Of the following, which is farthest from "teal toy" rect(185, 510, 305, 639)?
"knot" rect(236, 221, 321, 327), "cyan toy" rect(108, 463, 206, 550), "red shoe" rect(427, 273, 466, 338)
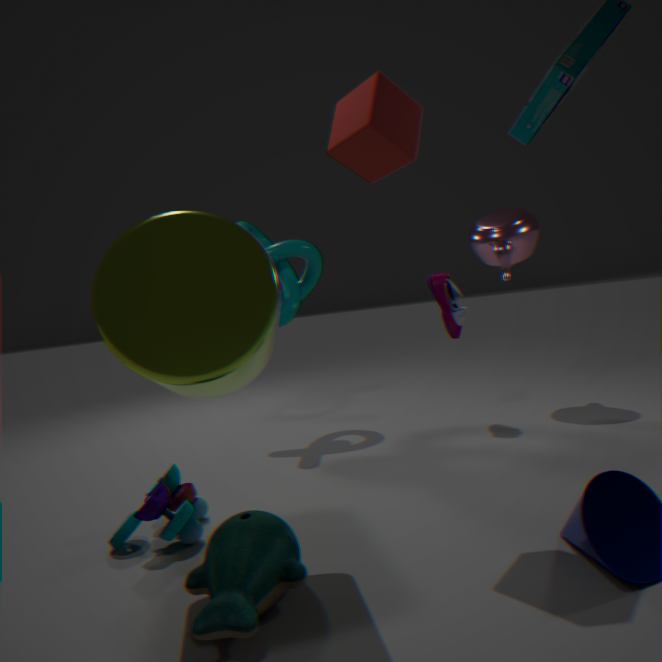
"red shoe" rect(427, 273, 466, 338)
